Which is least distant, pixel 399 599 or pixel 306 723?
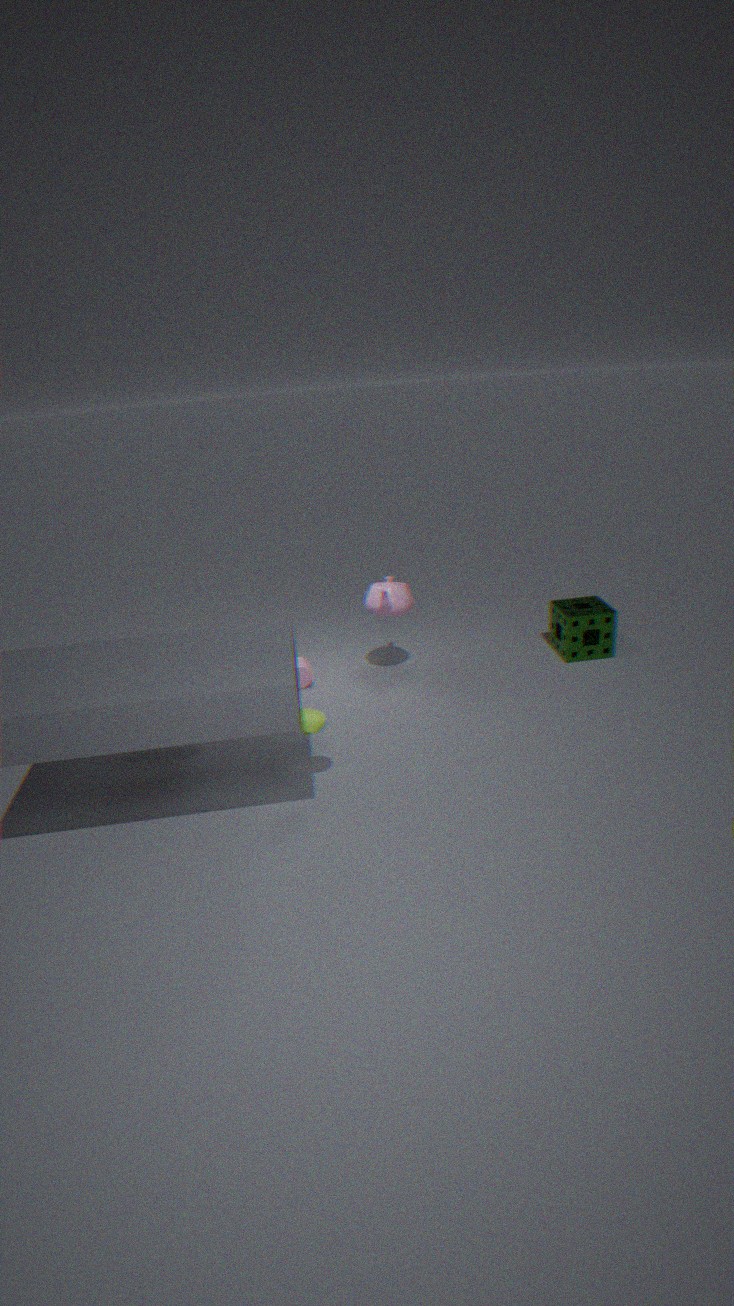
pixel 306 723
